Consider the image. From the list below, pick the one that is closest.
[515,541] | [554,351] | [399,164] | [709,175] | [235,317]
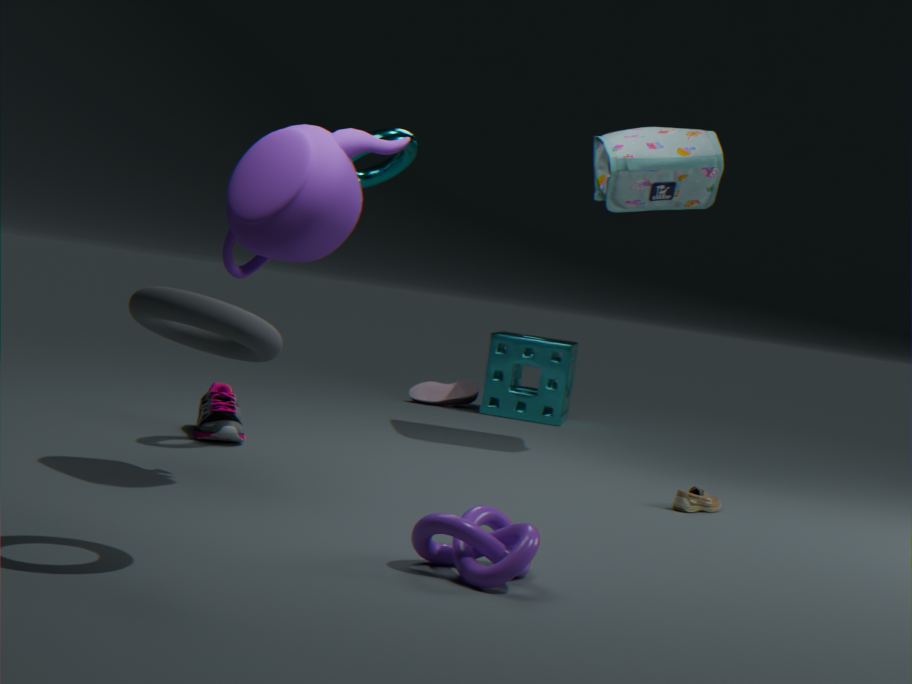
[235,317]
